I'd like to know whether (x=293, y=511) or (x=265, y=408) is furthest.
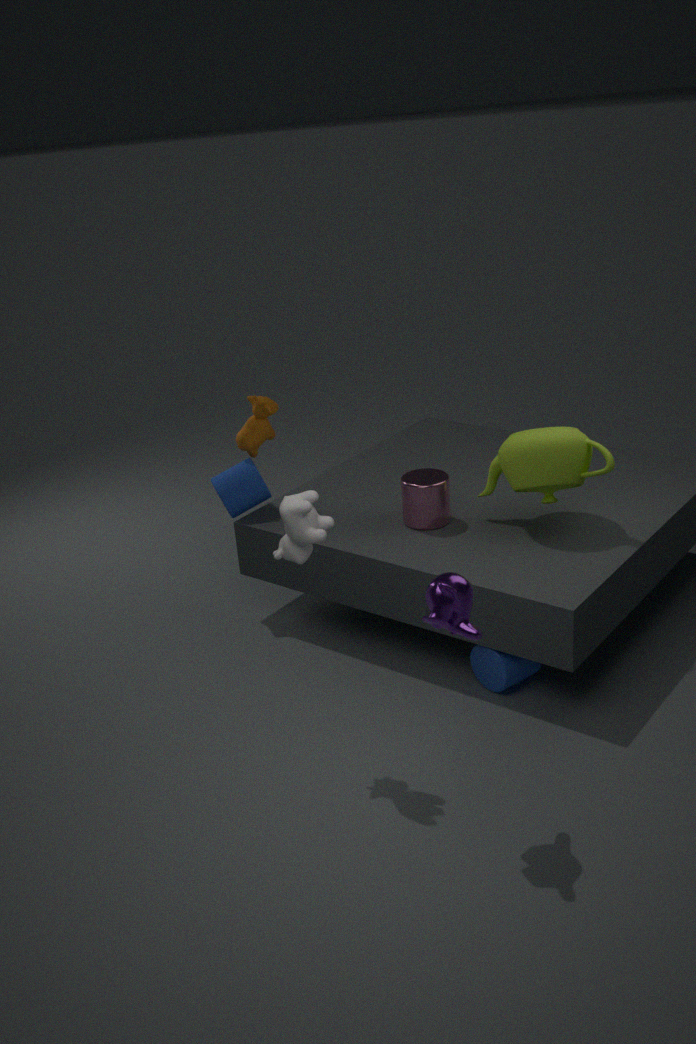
(x=265, y=408)
